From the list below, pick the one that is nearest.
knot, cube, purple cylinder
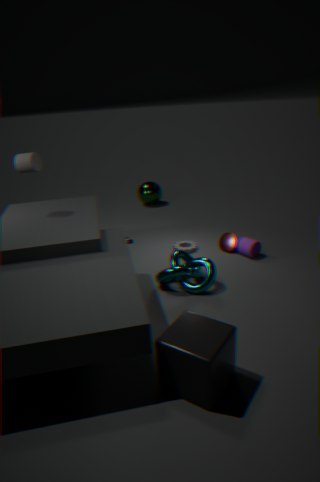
cube
